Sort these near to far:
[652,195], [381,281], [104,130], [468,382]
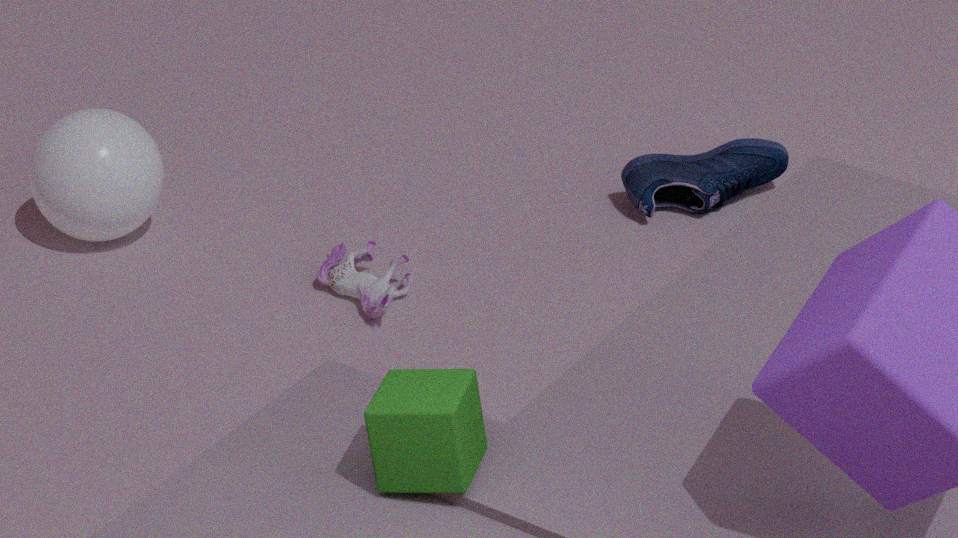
[468,382] < [381,281] < [104,130] < [652,195]
